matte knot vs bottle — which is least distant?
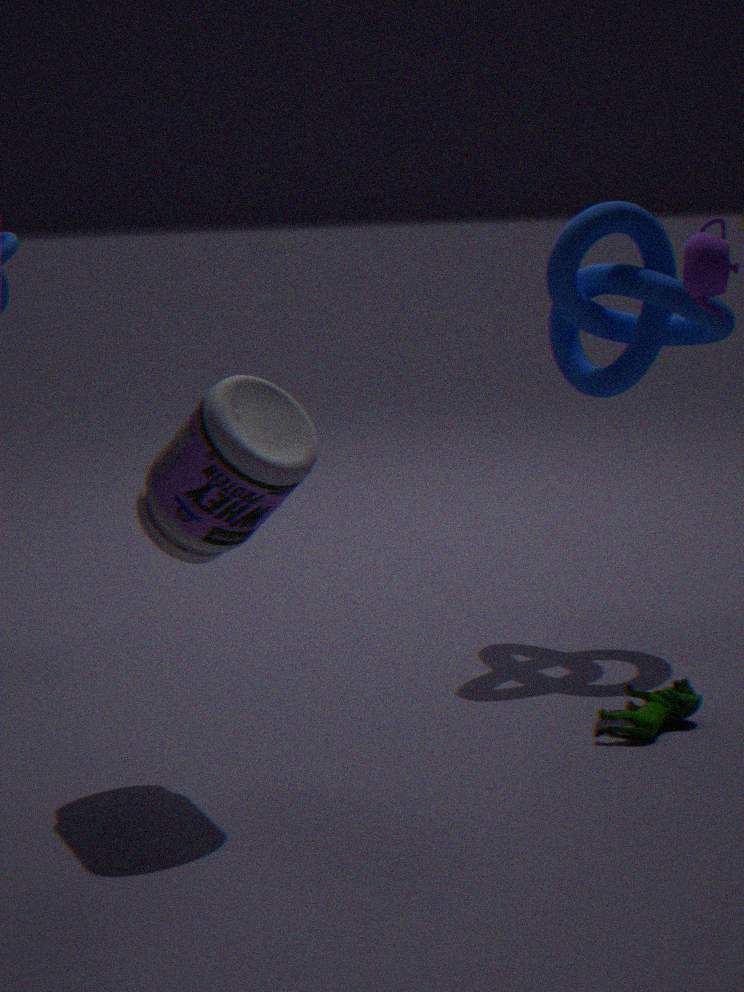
bottle
